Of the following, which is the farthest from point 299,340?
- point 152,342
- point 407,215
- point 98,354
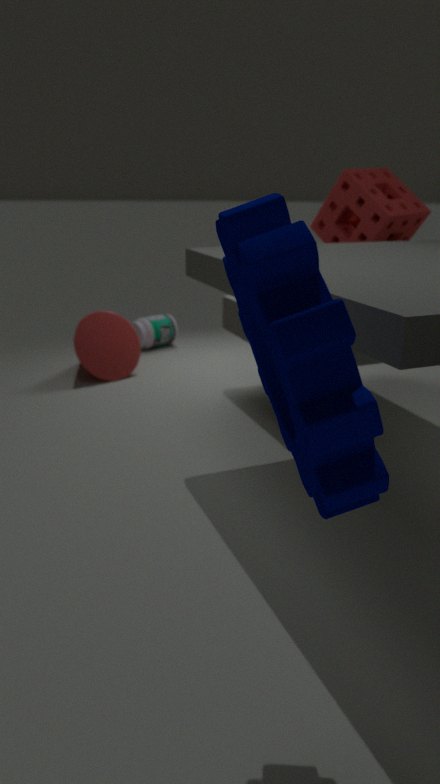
point 152,342
